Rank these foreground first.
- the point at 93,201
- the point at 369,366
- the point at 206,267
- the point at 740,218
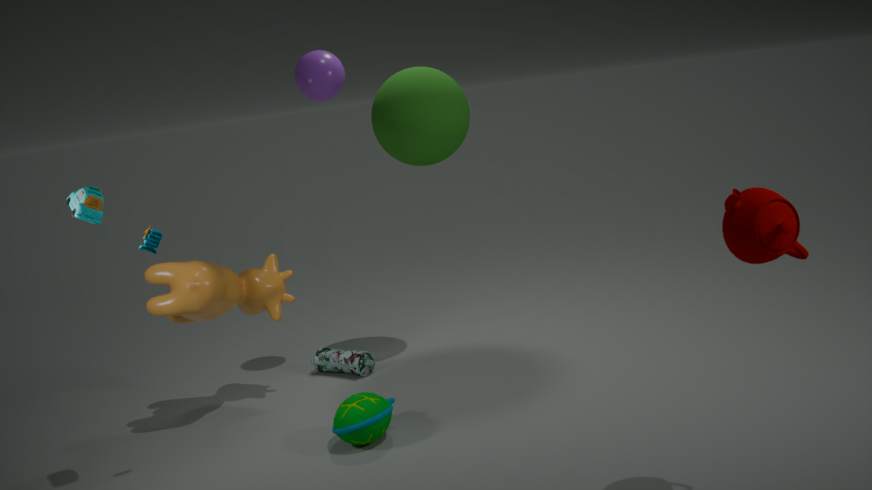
the point at 740,218, the point at 93,201, the point at 206,267, the point at 369,366
